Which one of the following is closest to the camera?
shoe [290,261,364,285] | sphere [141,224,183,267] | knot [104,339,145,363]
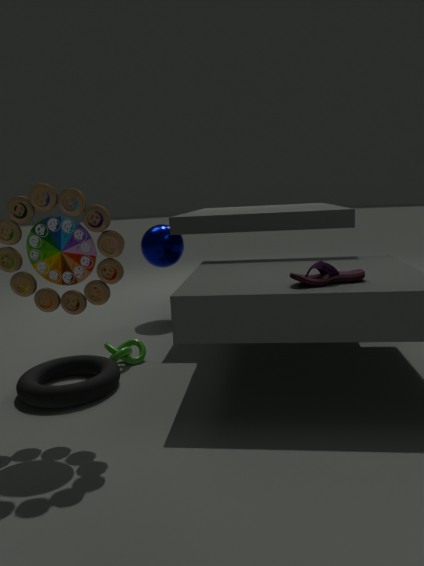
shoe [290,261,364,285]
